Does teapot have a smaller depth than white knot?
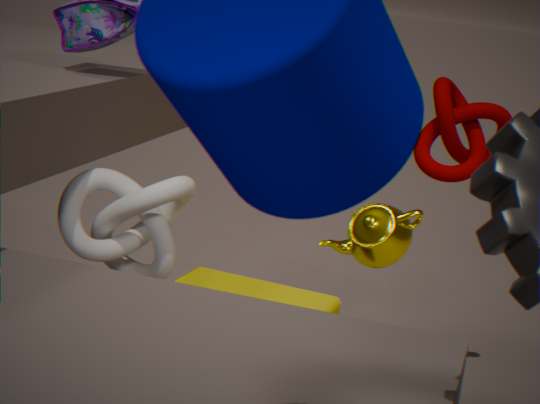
No
